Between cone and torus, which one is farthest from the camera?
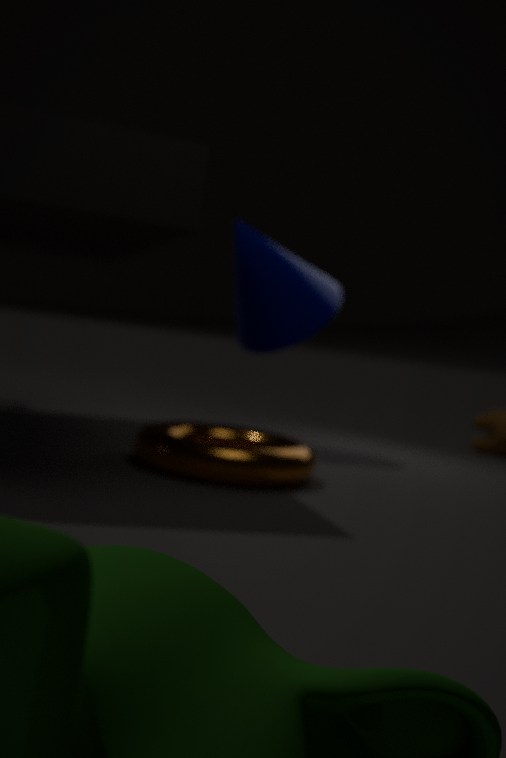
cone
